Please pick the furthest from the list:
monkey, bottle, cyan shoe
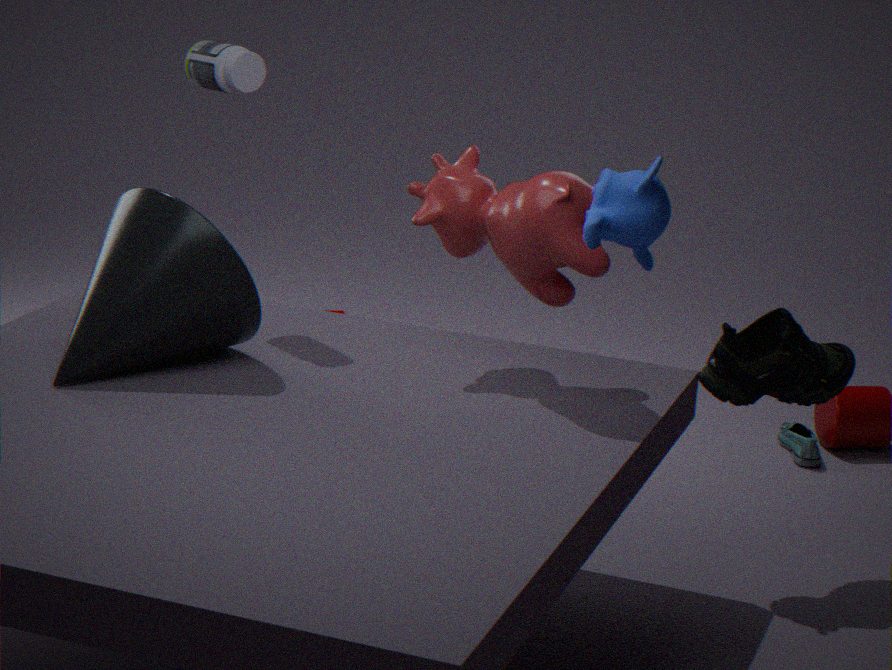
cyan shoe
